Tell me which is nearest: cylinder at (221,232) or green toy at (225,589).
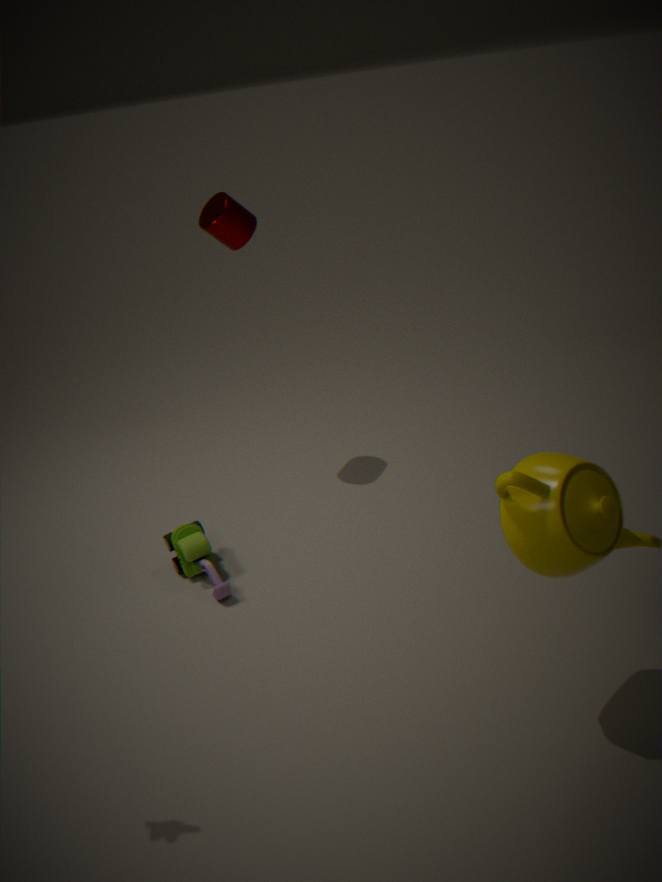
green toy at (225,589)
